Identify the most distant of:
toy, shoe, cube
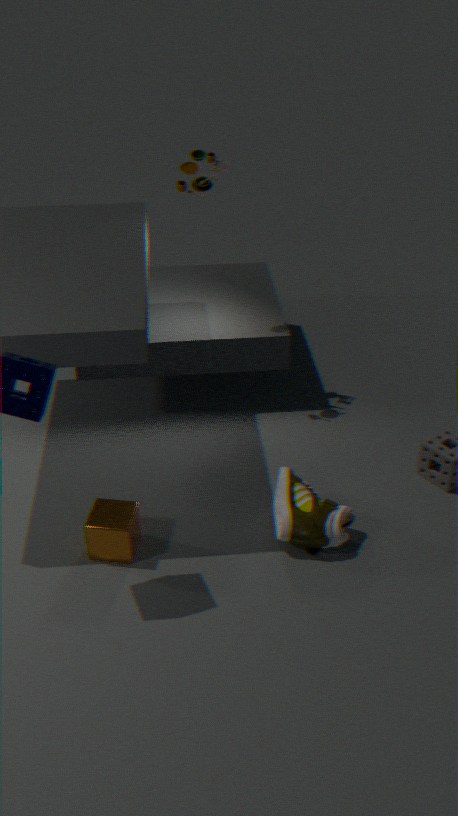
toy
